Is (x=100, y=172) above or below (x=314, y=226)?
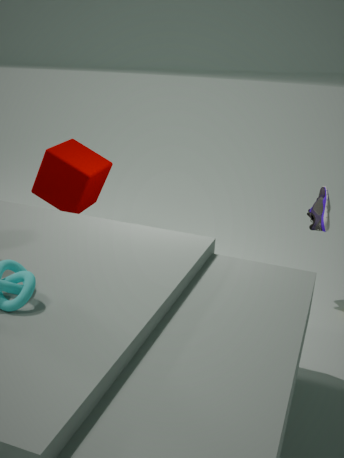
above
